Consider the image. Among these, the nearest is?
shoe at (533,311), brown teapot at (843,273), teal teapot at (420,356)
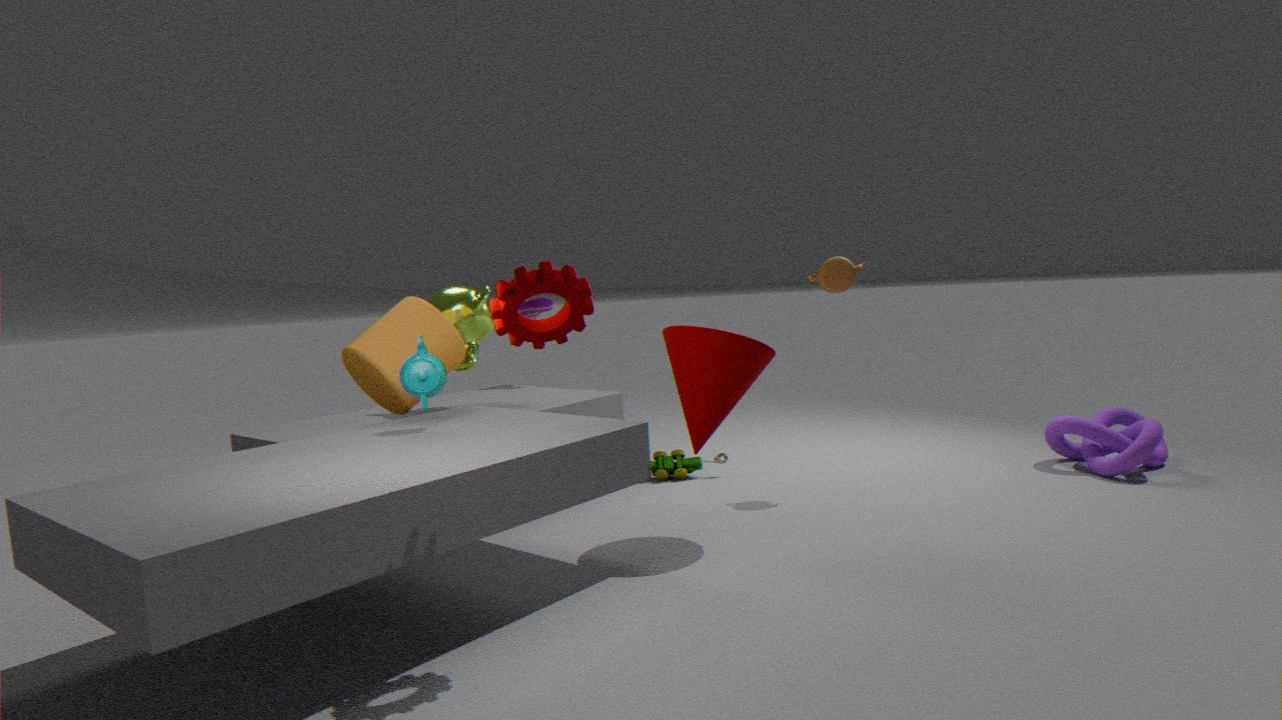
teal teapot at (420,356)
